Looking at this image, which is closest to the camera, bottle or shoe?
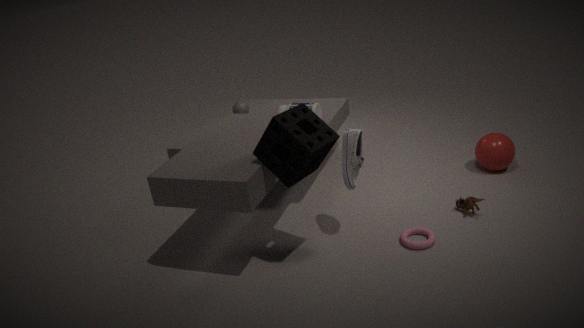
shoe
